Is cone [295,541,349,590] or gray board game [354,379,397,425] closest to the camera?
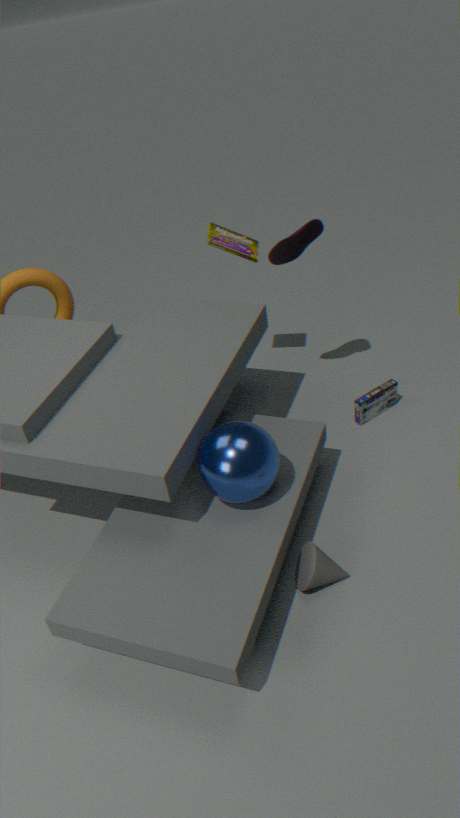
cone [295,541,349,590]
